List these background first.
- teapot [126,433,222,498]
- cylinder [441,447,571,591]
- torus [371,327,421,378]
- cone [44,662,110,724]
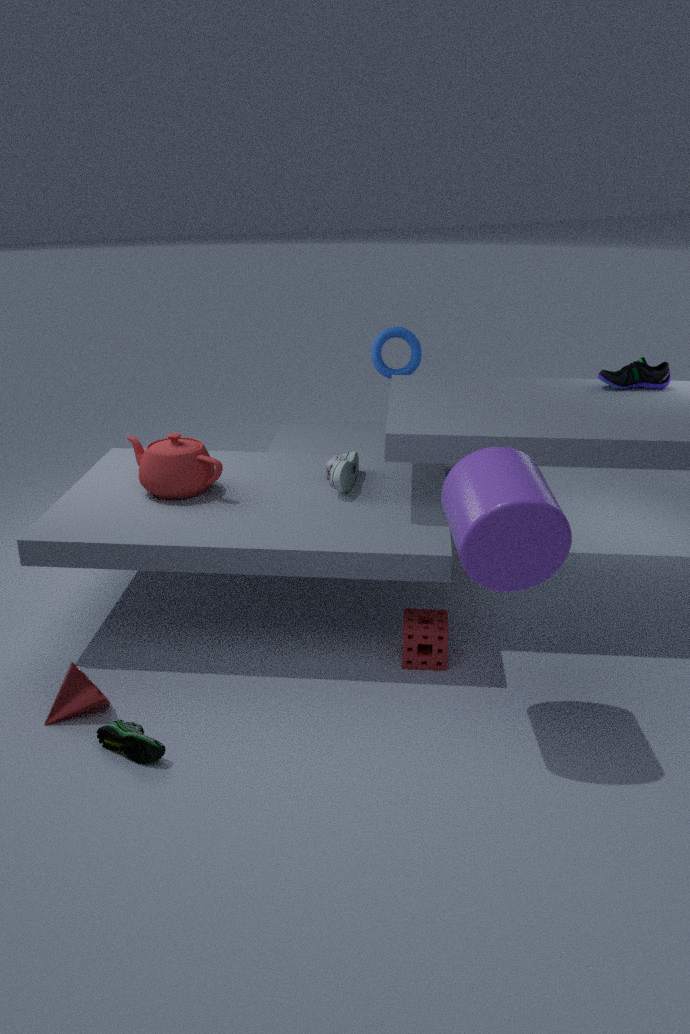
torus [371,327,421,378]
teapot [126,433,222,498]
cone [44,662,110,724]
cylinder [441,447,571,591]
